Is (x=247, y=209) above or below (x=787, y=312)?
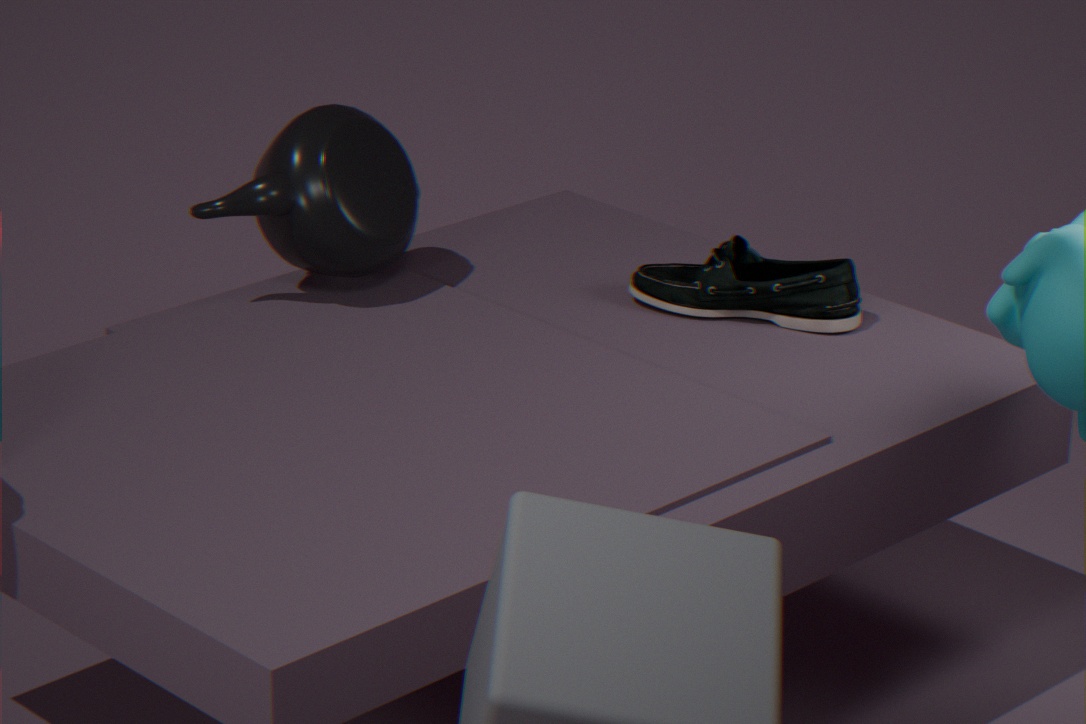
above
